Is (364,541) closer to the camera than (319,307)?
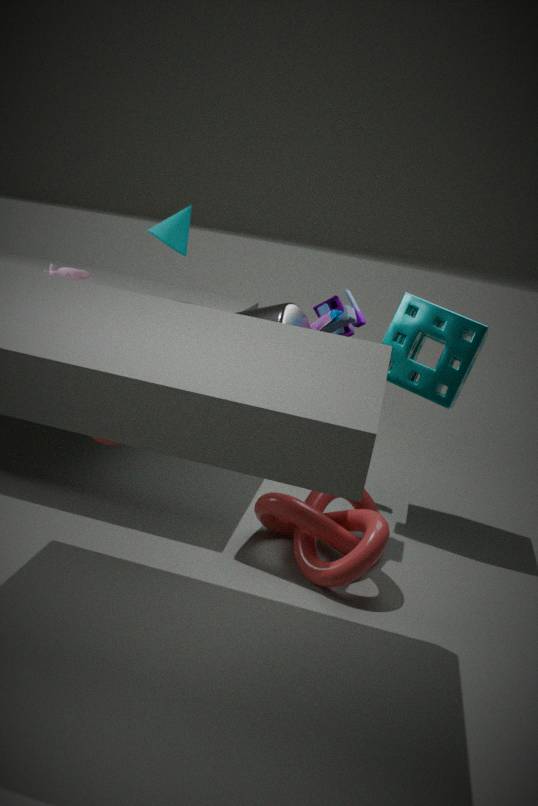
Yes
